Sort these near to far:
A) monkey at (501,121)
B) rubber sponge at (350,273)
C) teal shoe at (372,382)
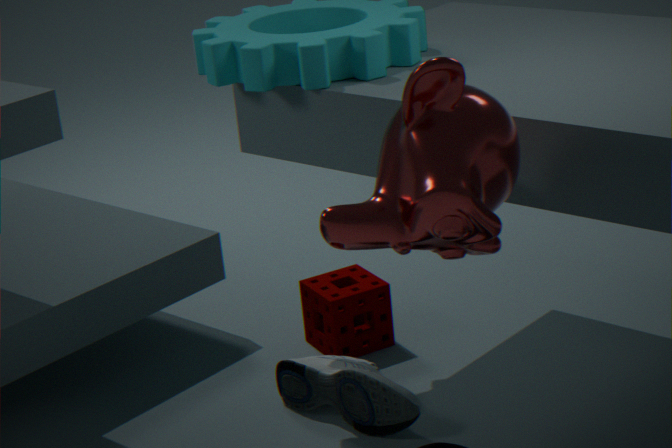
monkey at (501,121) < teal shoe at (372,382) < rubber sponge at (350,273)
